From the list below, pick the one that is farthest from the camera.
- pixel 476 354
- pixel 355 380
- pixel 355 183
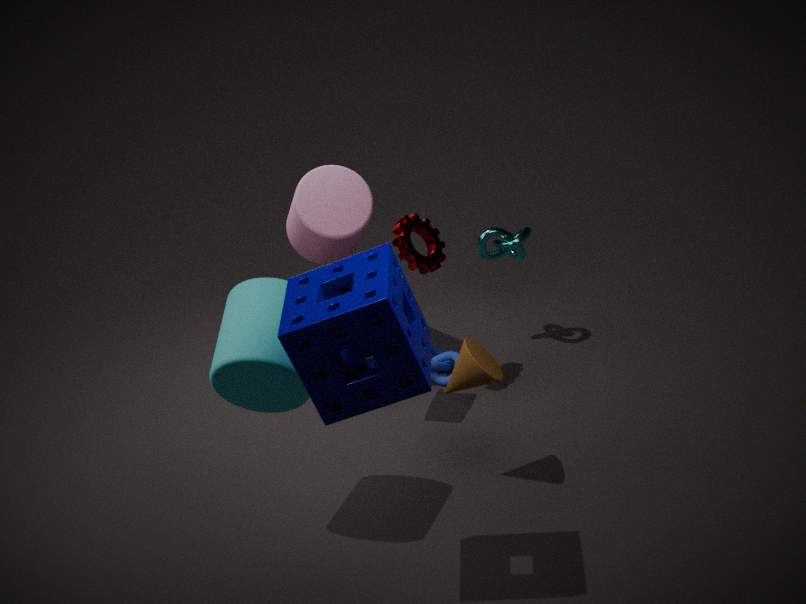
pixel 355 183
